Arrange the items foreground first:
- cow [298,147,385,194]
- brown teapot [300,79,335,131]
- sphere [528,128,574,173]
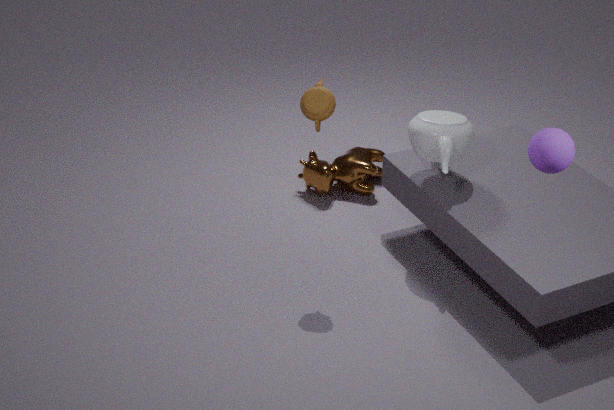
1. sphere [528,128,574,173]
2. brown teapot [300,79,335,131]
3. cow [298,147,385,194]
